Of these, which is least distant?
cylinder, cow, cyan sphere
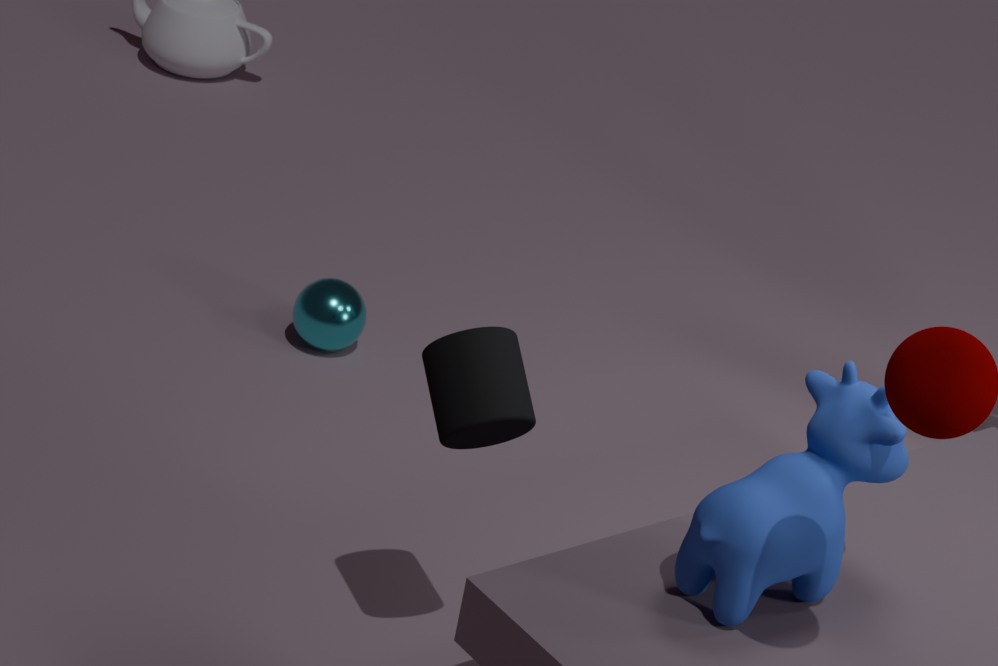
cow
